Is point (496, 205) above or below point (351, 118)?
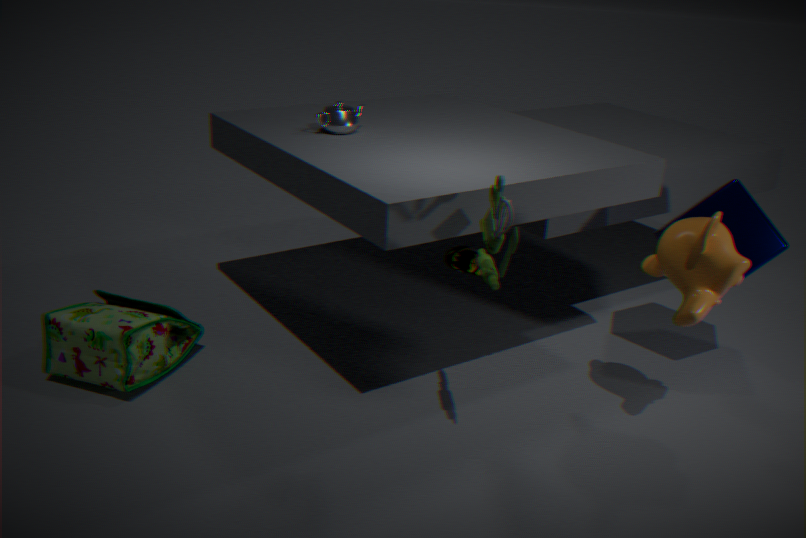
below
